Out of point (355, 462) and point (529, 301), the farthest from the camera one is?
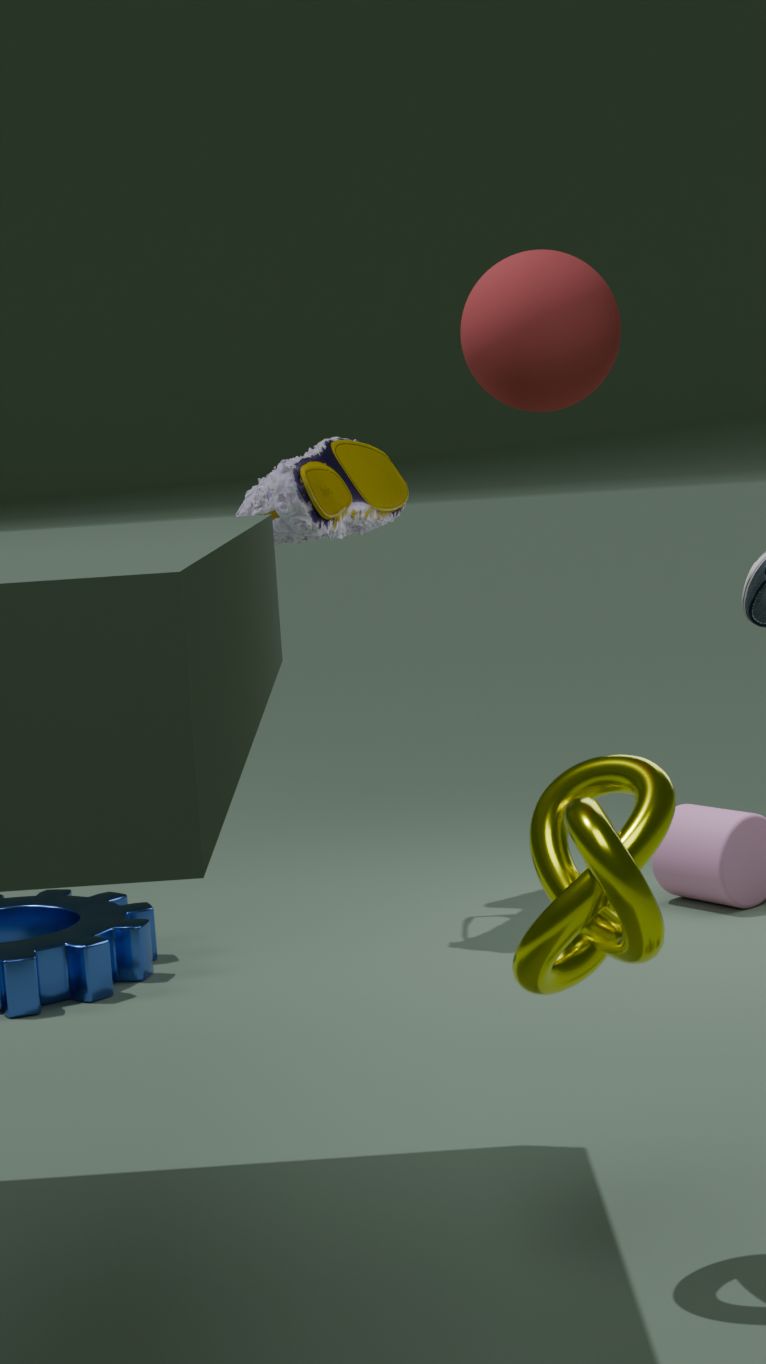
point (355, 462)
